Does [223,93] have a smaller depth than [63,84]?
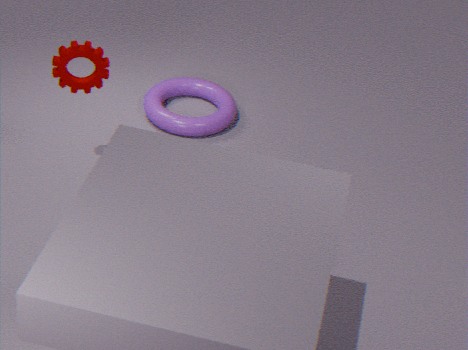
No
